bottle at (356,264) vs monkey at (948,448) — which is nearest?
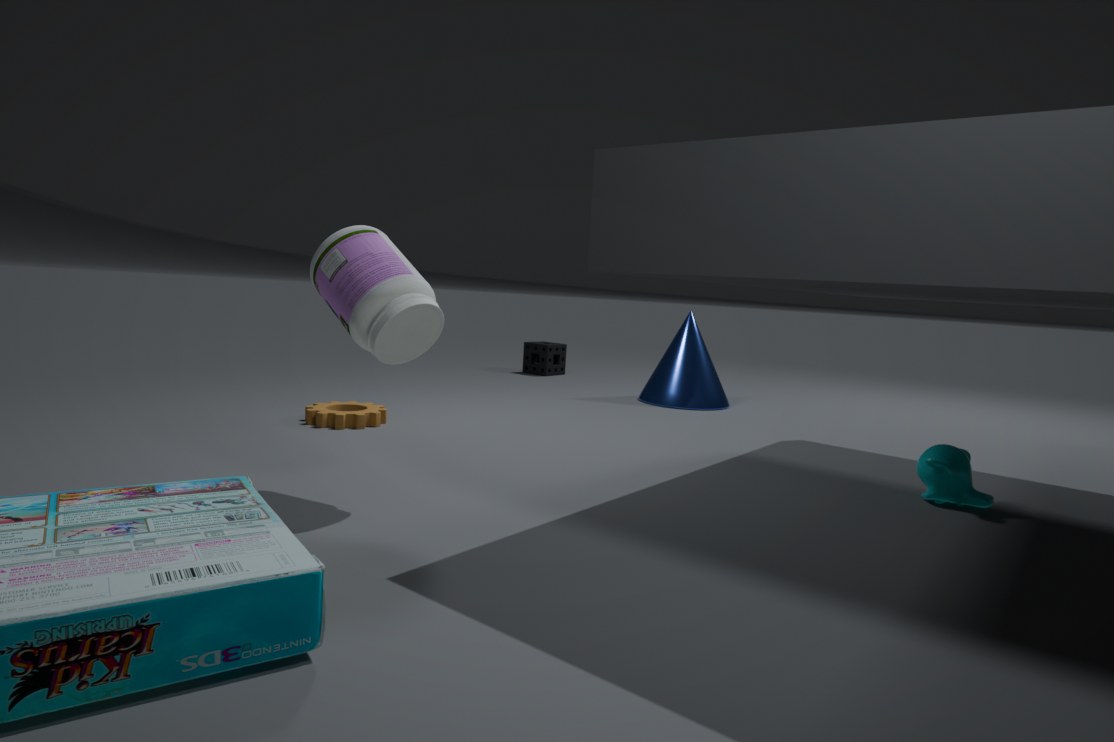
bottle at (356,264)
